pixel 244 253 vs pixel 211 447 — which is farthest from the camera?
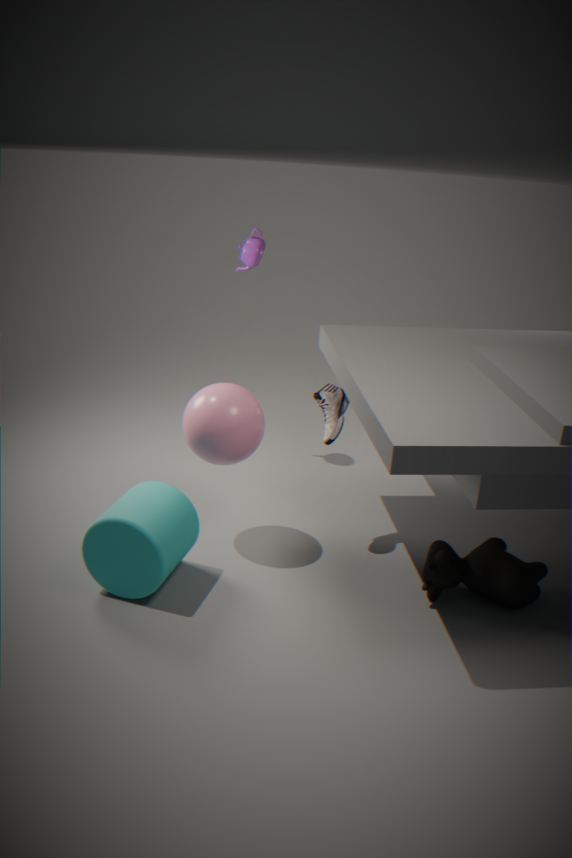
pixel 244 253
